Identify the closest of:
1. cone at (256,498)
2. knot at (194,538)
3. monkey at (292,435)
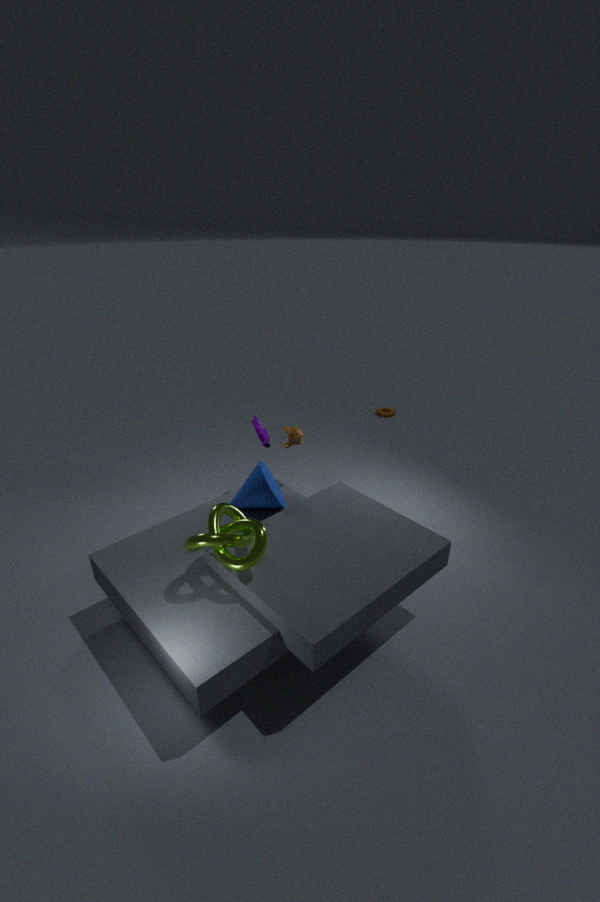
knot at (194,538)
